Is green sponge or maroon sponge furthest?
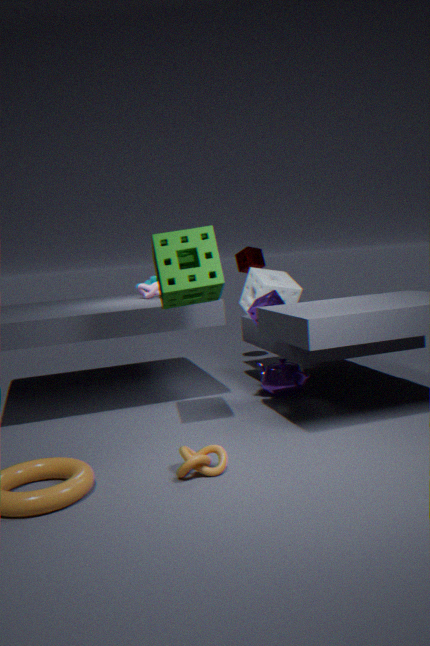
maroon sponge
